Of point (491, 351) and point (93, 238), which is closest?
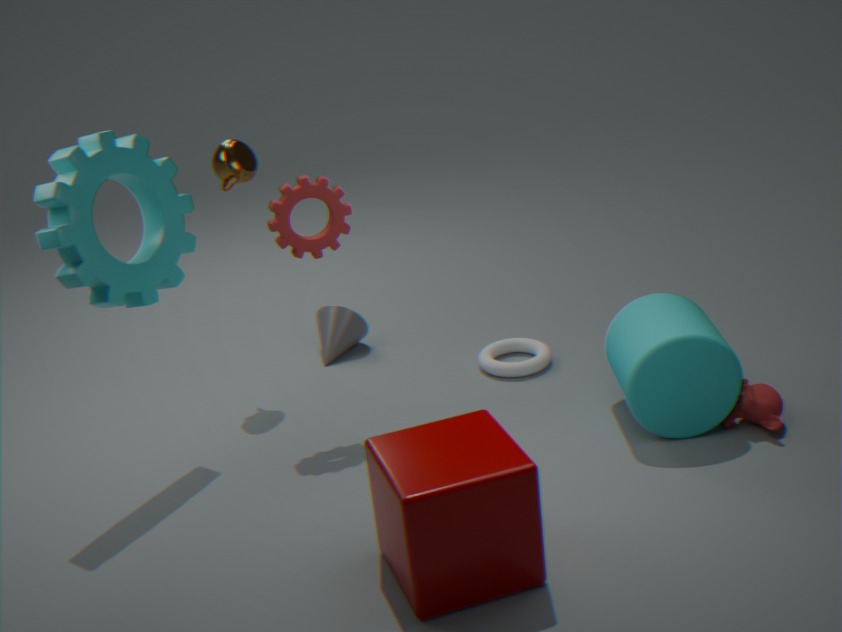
point (93, 238)
